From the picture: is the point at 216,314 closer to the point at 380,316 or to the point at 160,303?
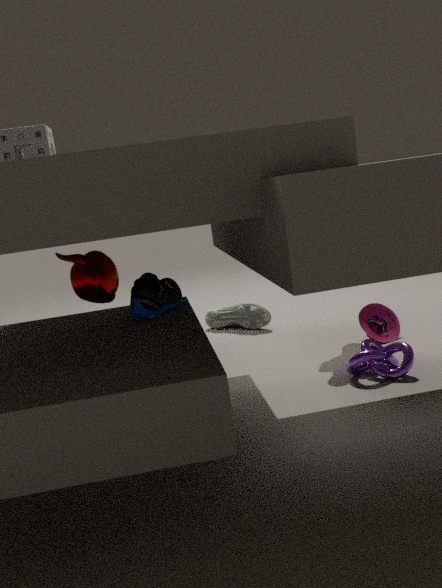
the point at 380,316
